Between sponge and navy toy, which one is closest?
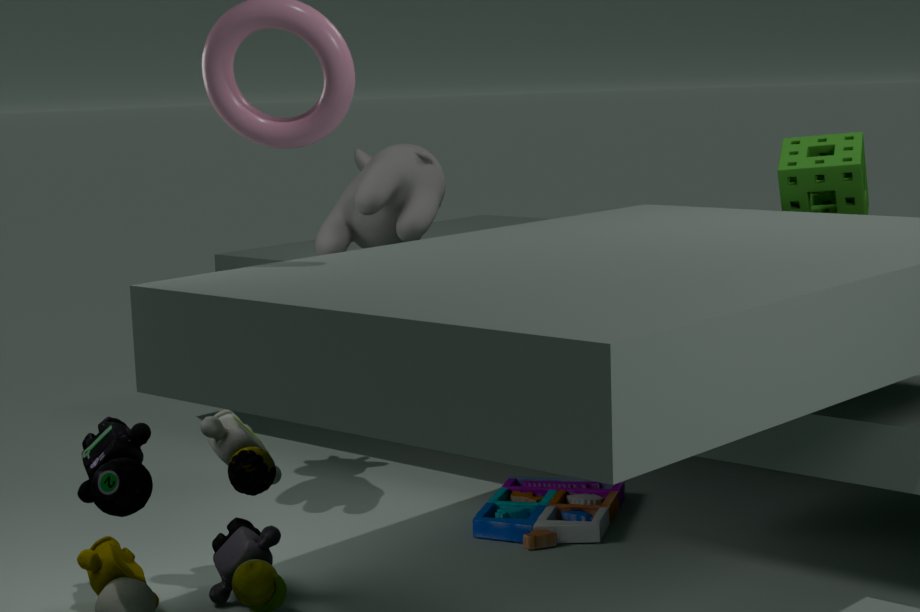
sponge
